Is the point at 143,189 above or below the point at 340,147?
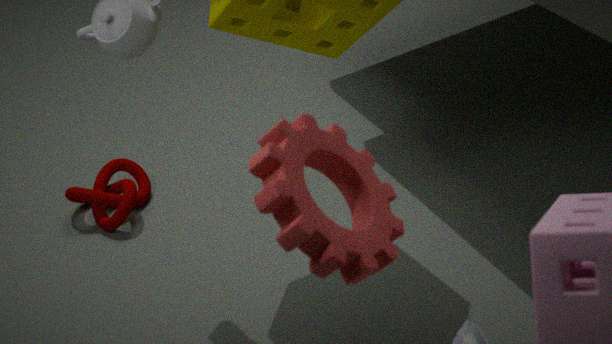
below
